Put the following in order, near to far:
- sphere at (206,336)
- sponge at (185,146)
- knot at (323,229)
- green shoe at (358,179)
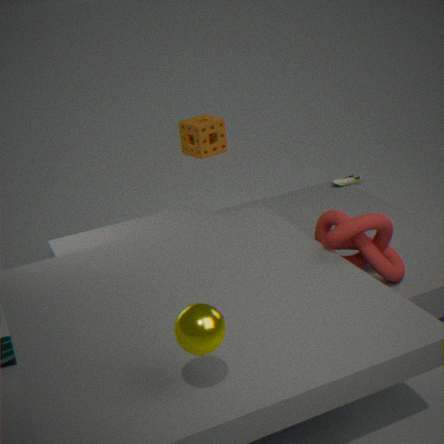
1. sphere at (206,336)
2. knot at (323,229)
3. green shoe at (358,179)
4. sponge at (185,146)
